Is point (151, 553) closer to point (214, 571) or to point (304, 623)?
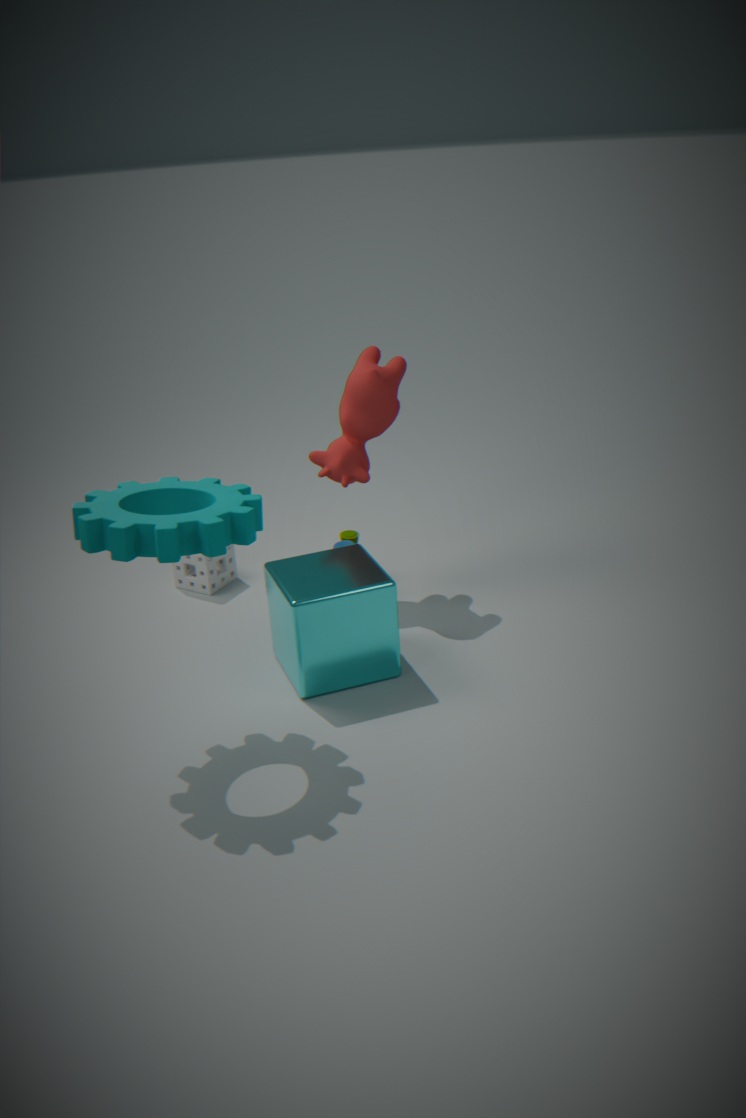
point (304, 623)
